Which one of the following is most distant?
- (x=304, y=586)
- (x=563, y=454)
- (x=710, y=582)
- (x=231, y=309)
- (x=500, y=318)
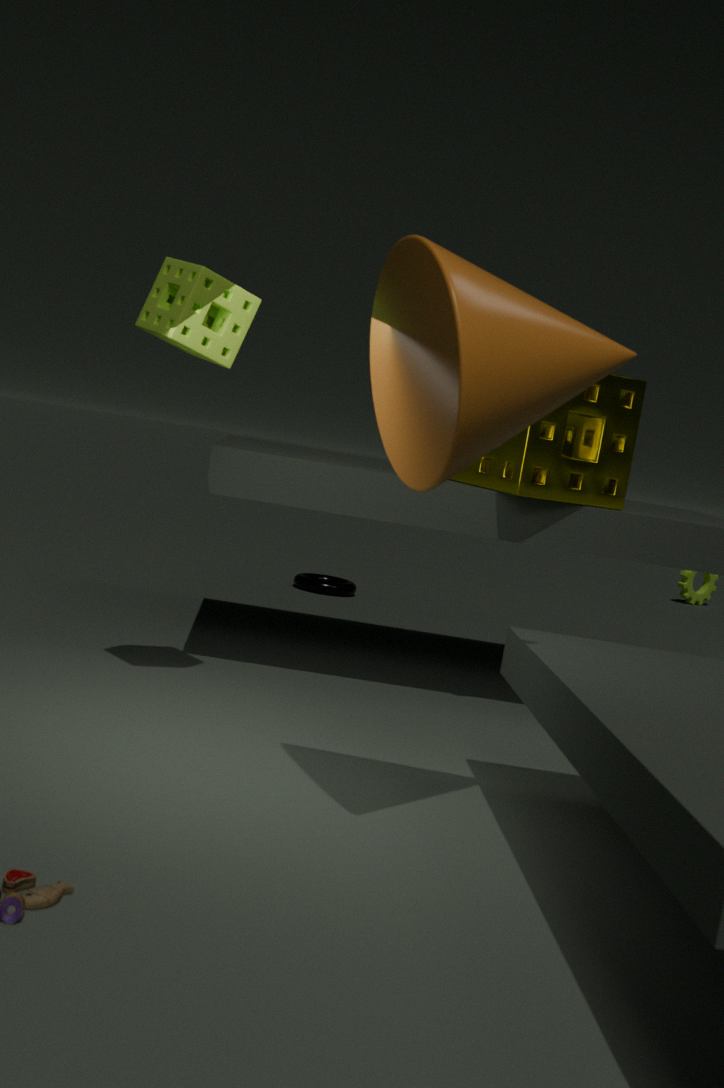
(x=710, y=582)
